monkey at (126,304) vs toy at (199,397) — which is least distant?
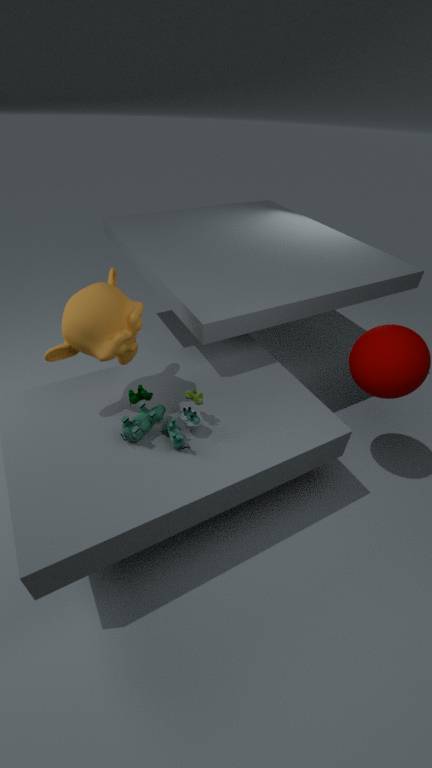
monkey at (126,304)
